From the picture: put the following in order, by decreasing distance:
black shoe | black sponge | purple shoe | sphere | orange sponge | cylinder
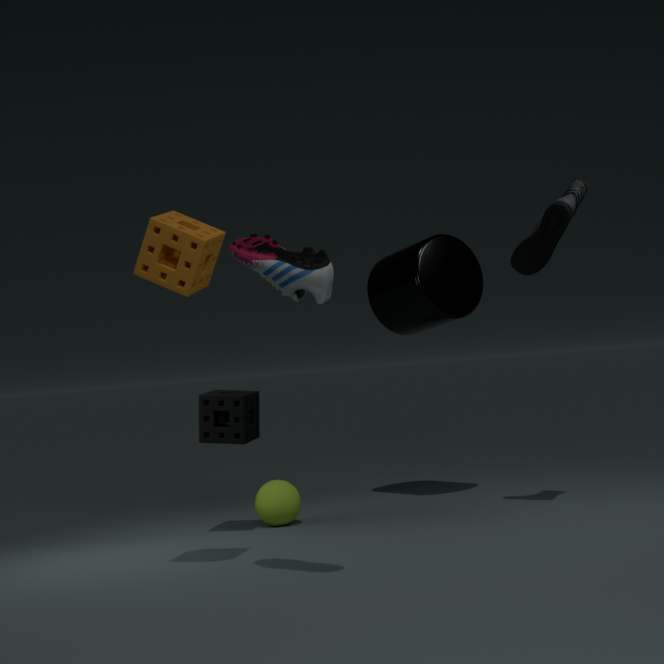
cylinder
sphere
black sponge
black shoe
orange sponge
purple shoe
